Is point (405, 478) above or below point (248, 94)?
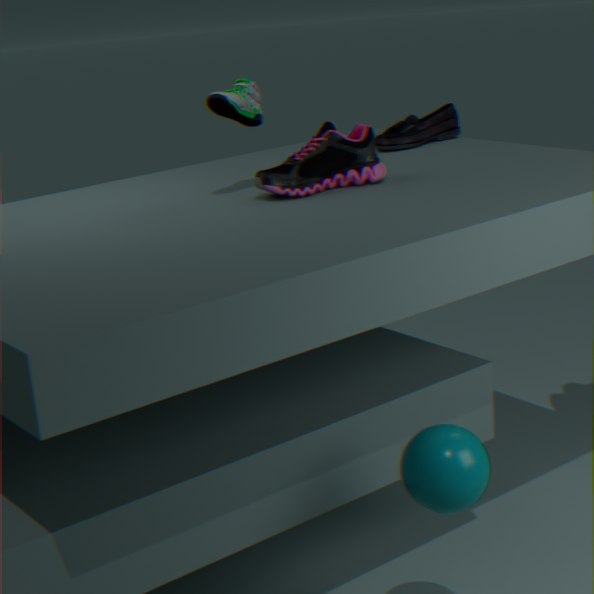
below
